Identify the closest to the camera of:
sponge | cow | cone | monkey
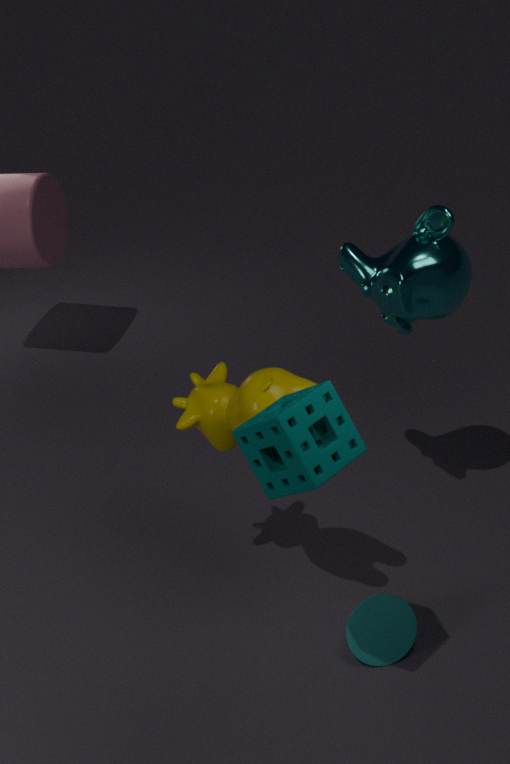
sponge
